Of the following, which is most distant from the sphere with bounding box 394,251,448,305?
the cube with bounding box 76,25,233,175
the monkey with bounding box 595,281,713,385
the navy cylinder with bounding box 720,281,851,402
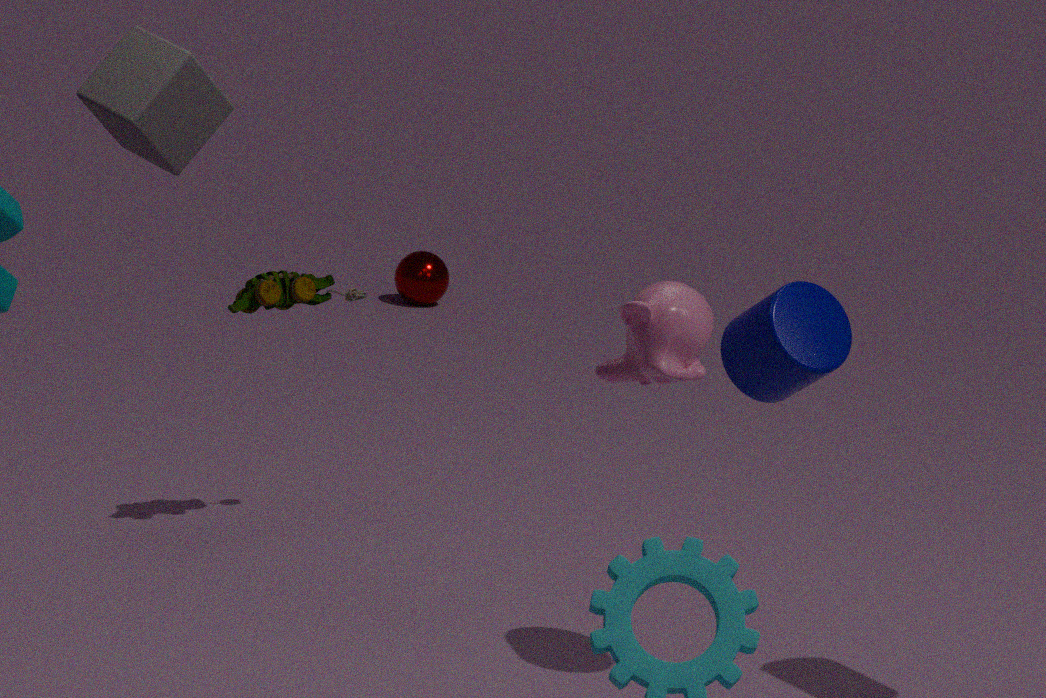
the monkey with bounding box 595,281,713,385
